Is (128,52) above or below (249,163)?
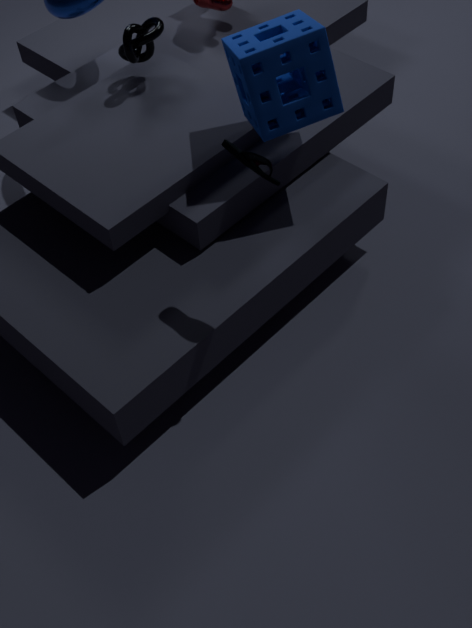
below
